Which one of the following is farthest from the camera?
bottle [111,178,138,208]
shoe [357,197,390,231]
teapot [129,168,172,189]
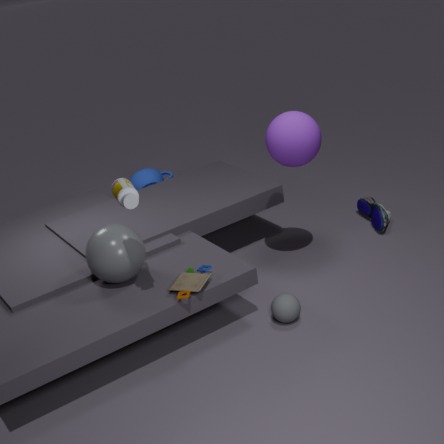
teapot [129,168,172,189]
